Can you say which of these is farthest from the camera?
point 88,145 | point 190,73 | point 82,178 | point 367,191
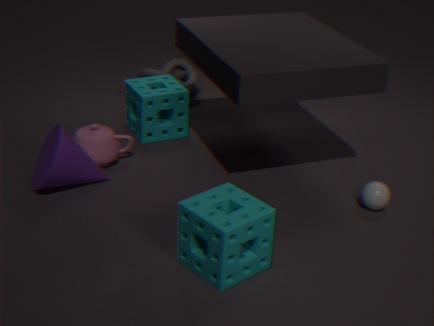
point 190,73
